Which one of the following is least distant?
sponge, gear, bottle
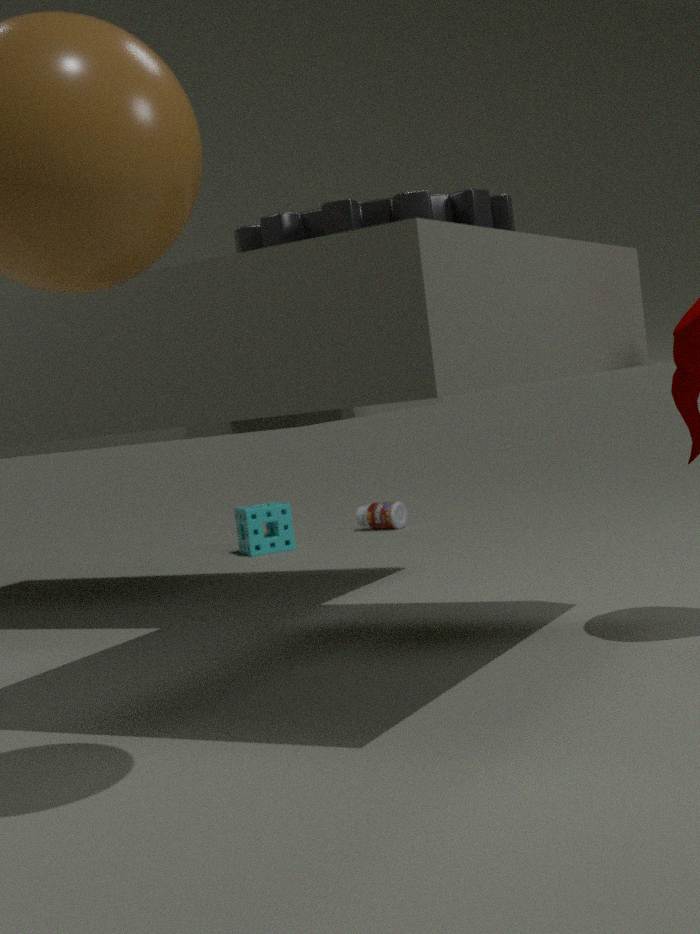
gear
